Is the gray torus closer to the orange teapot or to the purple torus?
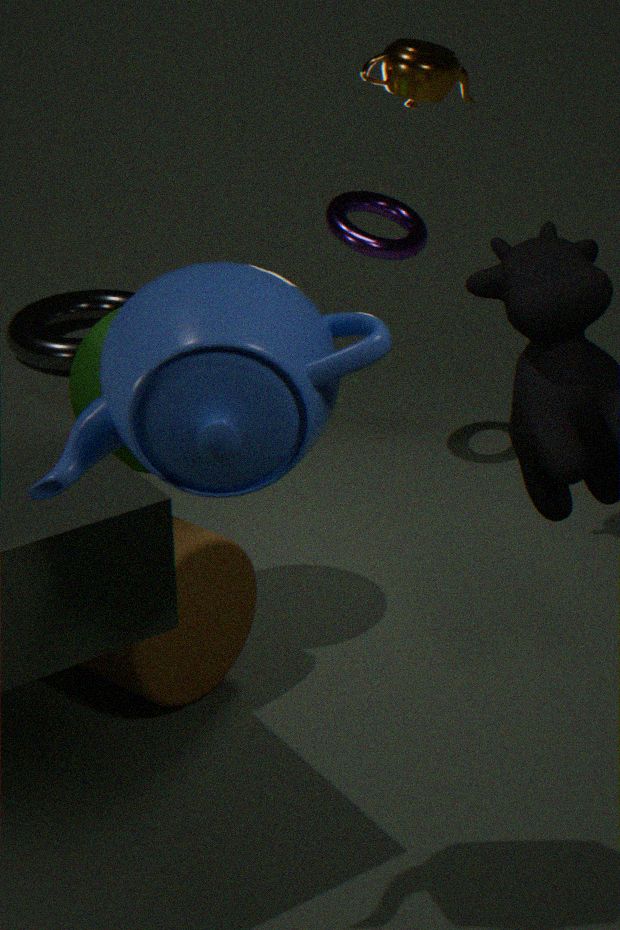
the purple torus
